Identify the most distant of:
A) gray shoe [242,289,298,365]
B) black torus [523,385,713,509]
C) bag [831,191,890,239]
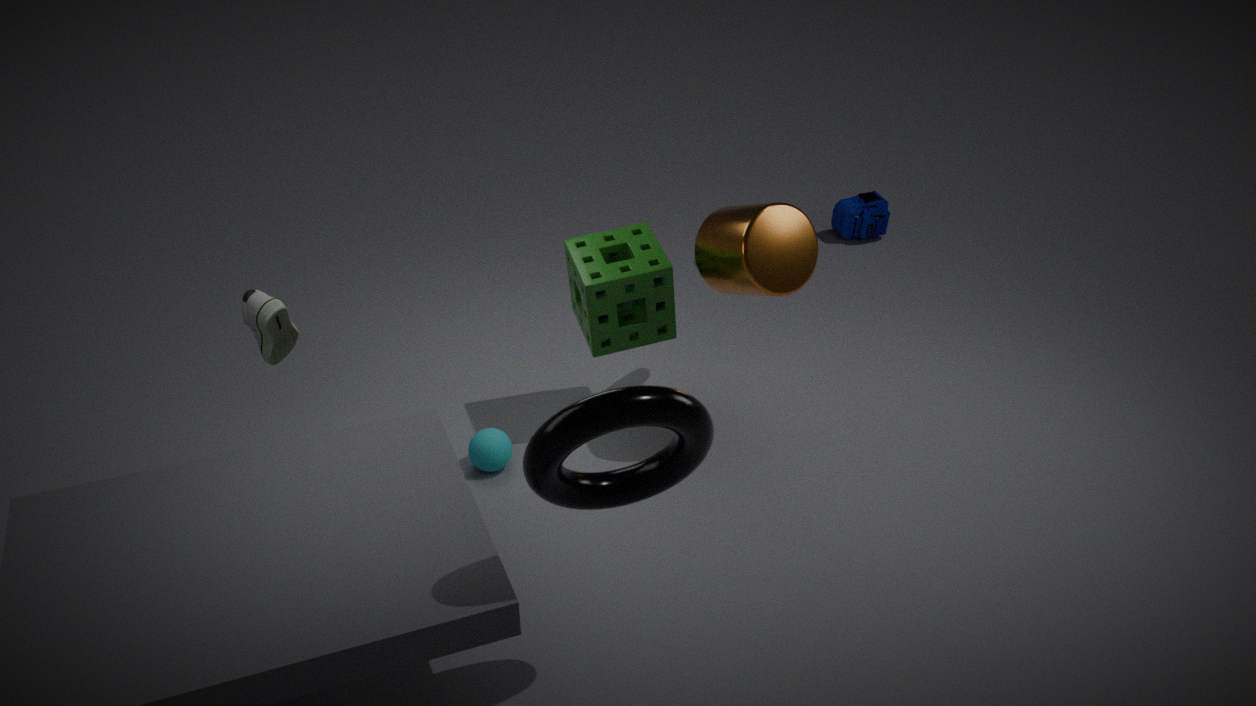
bag [831,191,890,239]
